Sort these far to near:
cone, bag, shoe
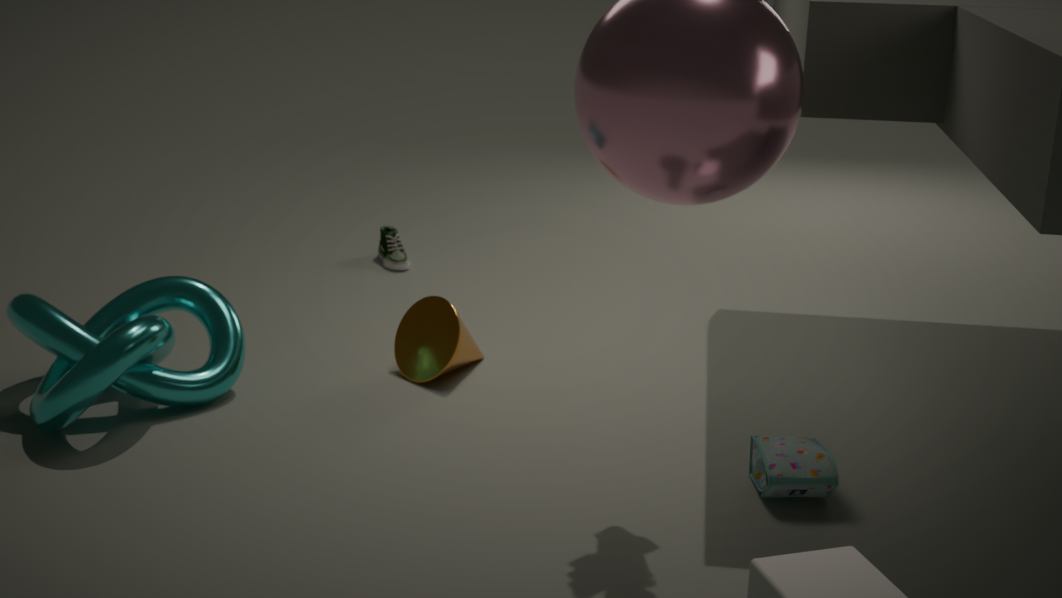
1. shoe
2. cone
3. bag
